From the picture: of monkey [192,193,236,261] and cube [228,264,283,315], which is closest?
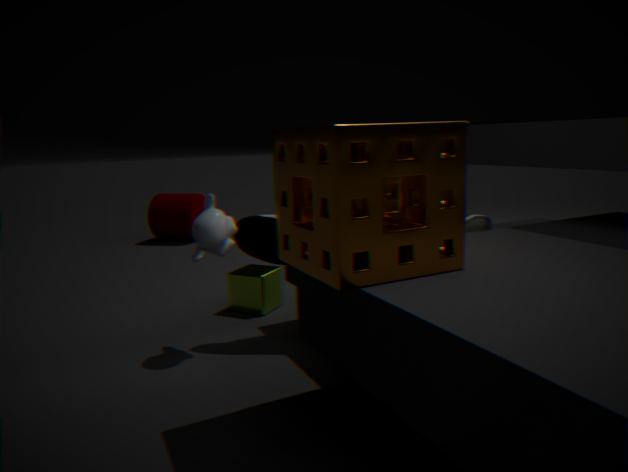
monkey [192,193,236,261]
